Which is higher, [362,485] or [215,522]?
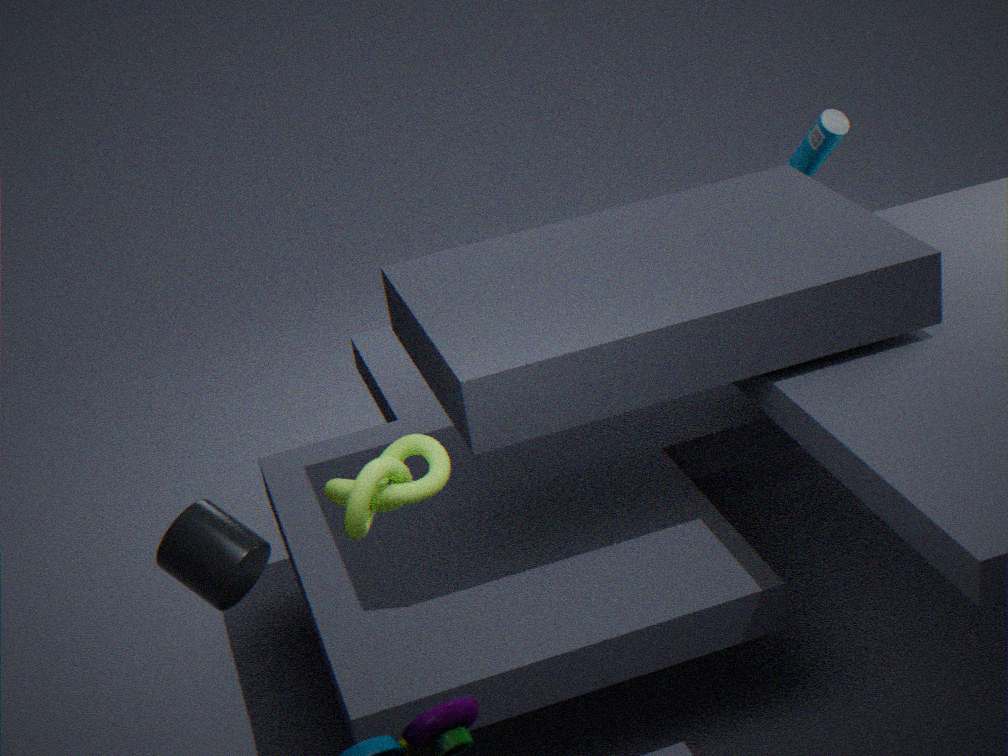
[362,485]
